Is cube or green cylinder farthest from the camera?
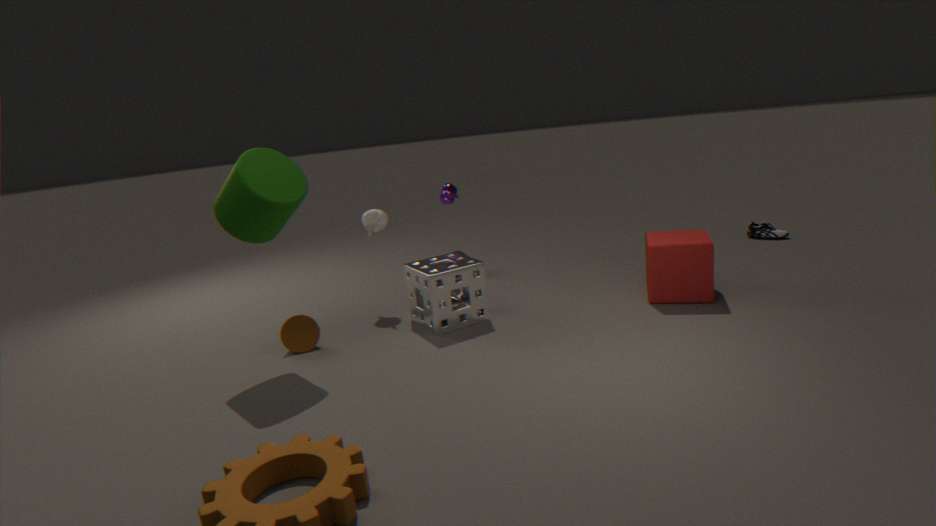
cube
